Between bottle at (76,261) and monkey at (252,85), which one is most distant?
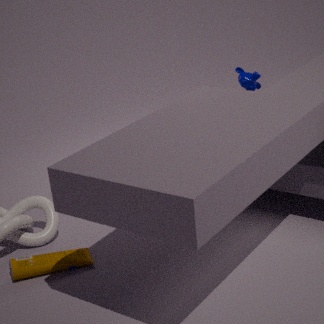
monkey at (252,85)
